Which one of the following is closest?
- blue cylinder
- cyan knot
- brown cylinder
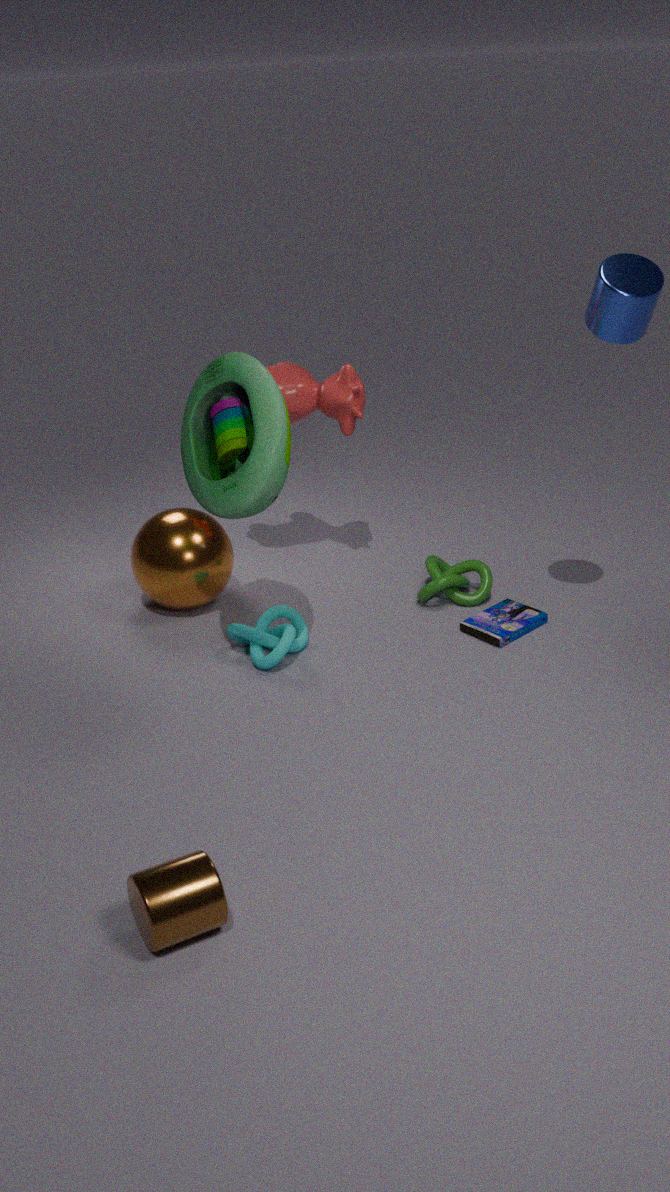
brown cylinder
